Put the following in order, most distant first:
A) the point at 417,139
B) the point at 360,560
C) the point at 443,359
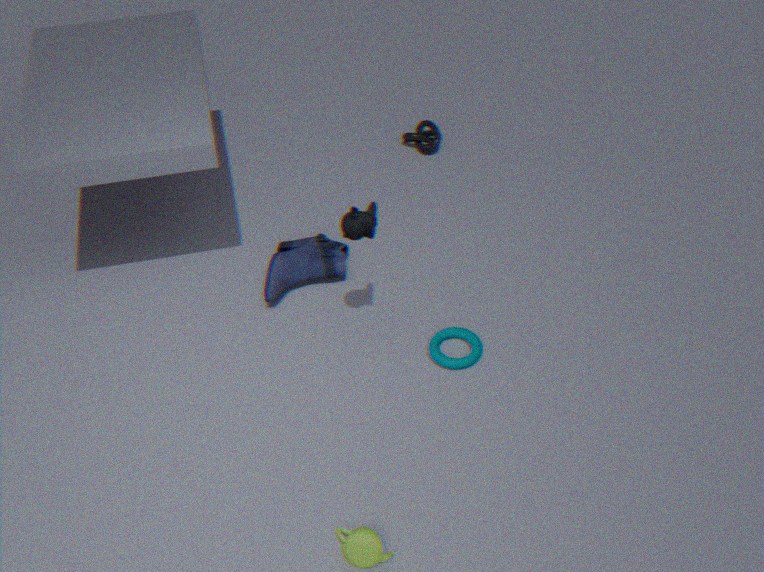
the point at 417,139 → the point at 443,359 → the point at 360,560
